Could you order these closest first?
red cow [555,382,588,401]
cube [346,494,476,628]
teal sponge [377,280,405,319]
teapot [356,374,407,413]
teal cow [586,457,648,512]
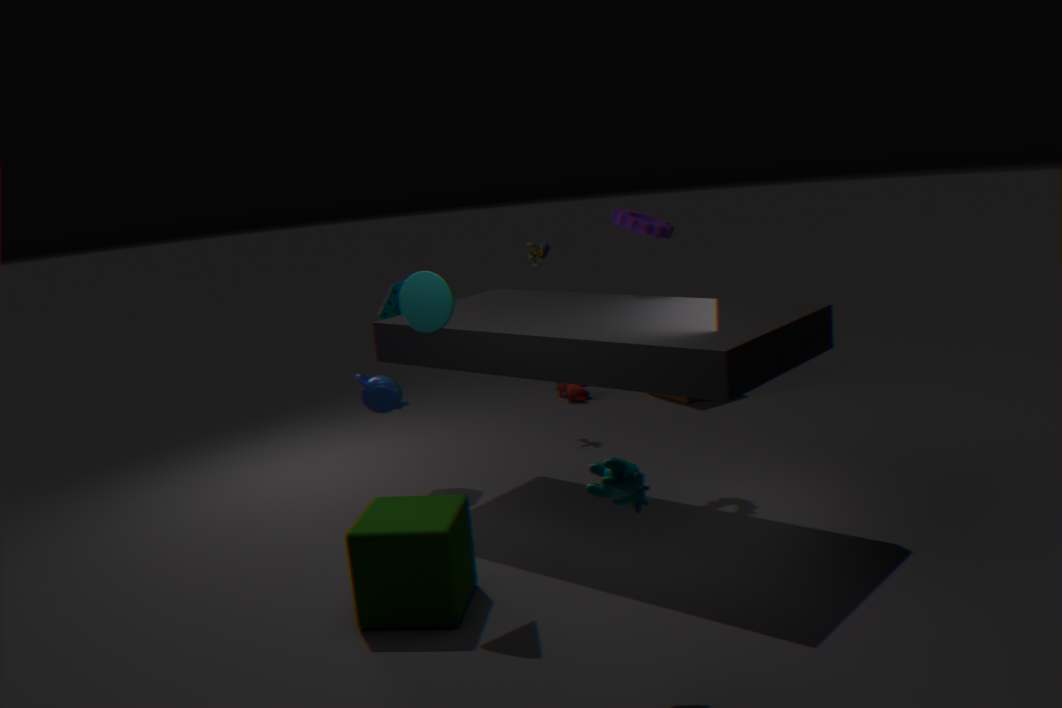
teal cow [586,457,648,512] < cube [346,494,476,628] < teapot [356,374,407,413] < teal sponge [377,280,405,319] < red cow [555,382,588,401]
